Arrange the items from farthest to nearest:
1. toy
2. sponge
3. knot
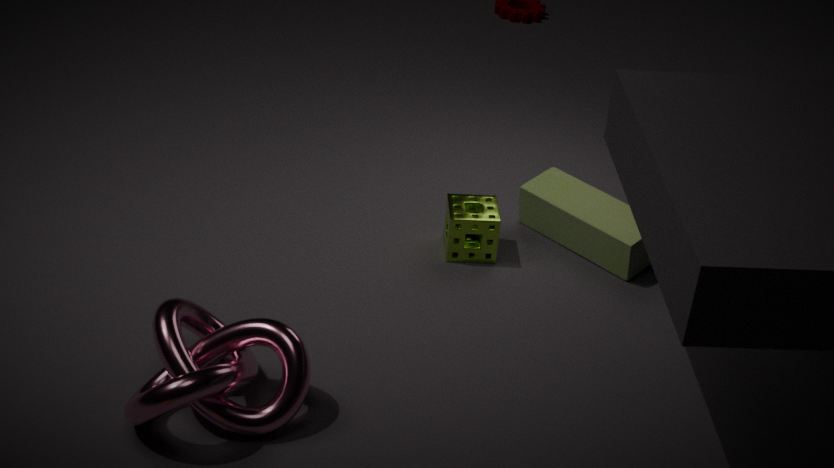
1. toy
2. sponge
3. knot
